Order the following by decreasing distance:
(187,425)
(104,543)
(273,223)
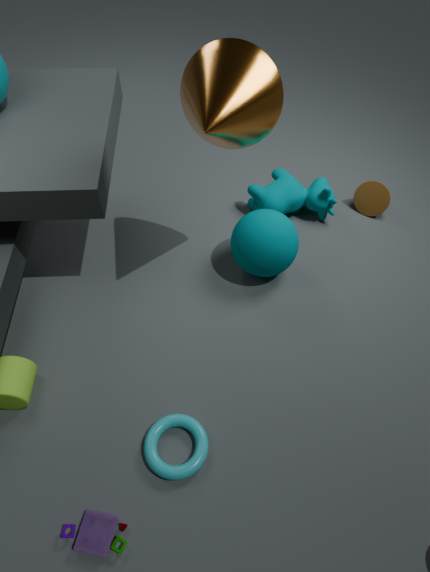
(273,223)
(187,425)
(104,543)
